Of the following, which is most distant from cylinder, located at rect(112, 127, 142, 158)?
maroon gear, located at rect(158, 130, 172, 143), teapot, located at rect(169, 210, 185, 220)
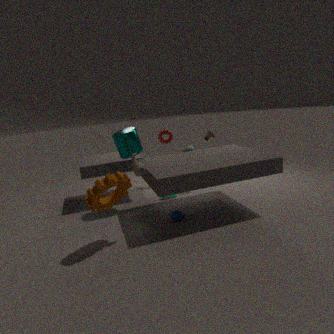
teapot, located at rect(169, 210, 185, 220)
